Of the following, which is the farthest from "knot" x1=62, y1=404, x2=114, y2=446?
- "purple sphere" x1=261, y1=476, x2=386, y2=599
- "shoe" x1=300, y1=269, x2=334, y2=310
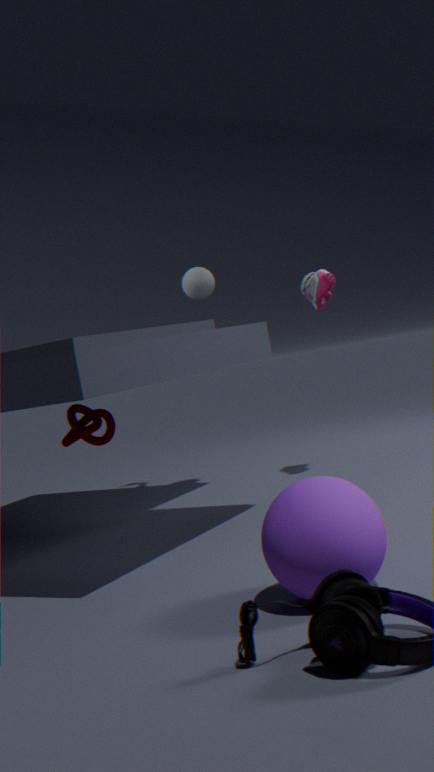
"purple sphere" x1=261, y1=476, x2=386, y2=599
